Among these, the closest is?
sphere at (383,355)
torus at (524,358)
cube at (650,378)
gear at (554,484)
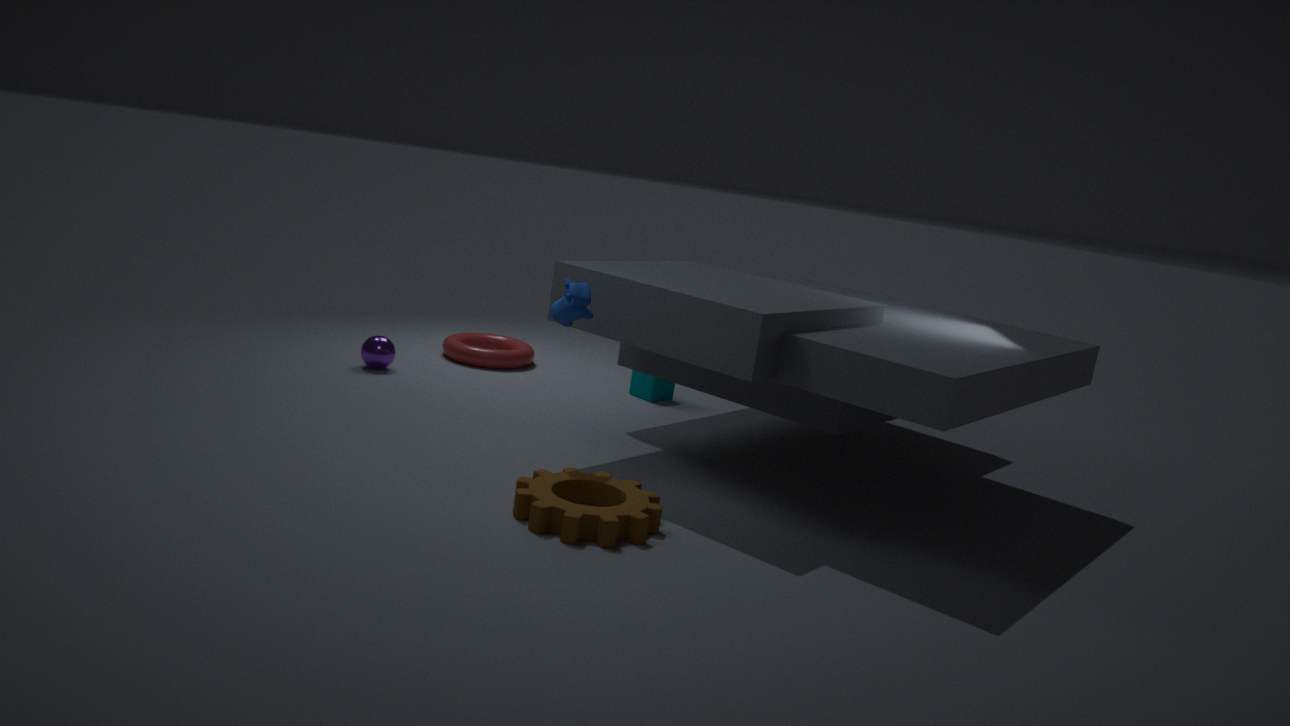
gear at (554,484)
